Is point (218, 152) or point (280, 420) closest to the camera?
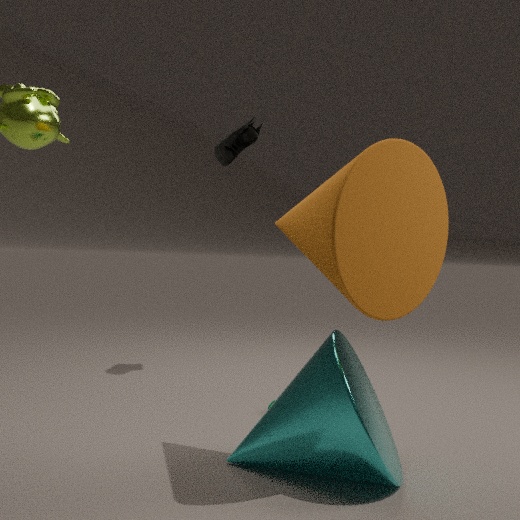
point (280, 420)
